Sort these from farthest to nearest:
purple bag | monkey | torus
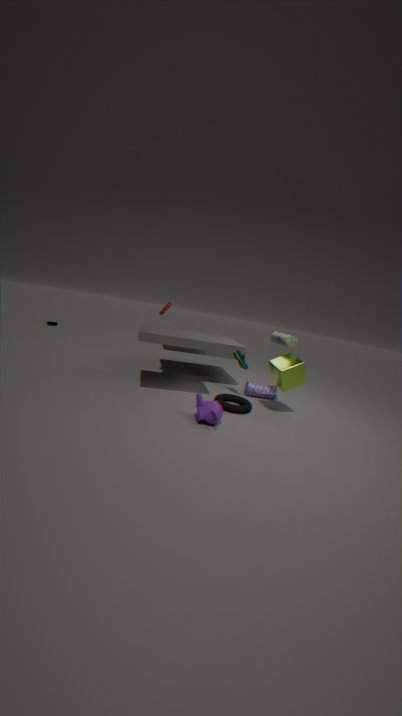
purple bag
torus
monkey
